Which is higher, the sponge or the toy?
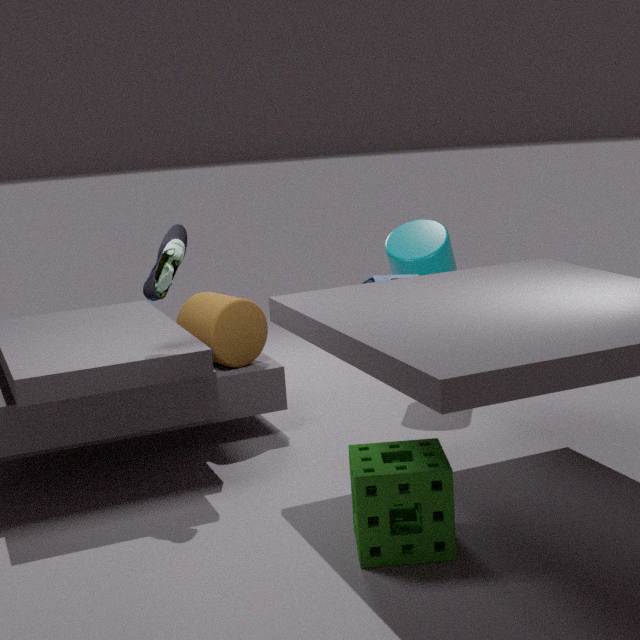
the toy
